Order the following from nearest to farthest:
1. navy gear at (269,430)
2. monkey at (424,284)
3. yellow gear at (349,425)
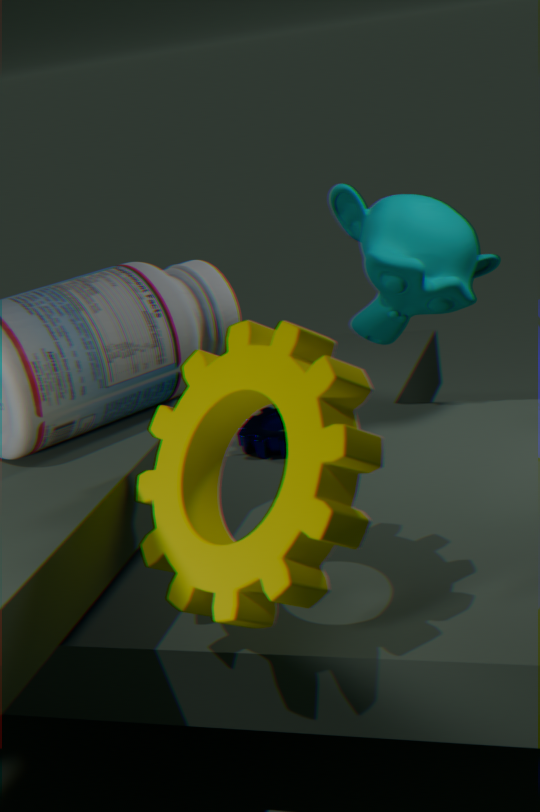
yellow gear at (349,425)
monkey at (424,284)
navy gear at (269,430)
